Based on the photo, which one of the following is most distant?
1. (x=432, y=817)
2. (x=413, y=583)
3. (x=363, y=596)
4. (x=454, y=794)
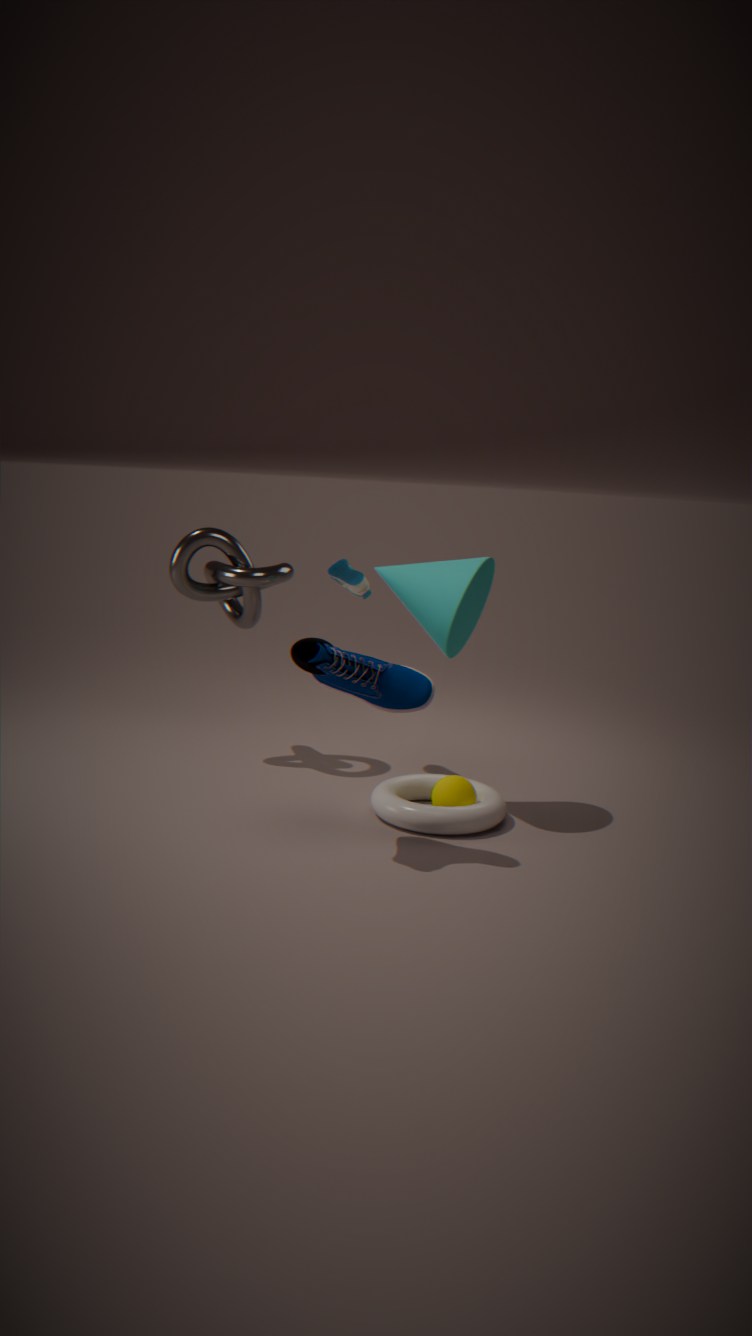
(x=363, y=596)
